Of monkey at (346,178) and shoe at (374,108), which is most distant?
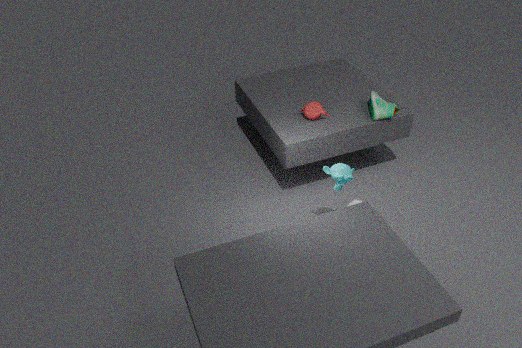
shoe at (374,108)
